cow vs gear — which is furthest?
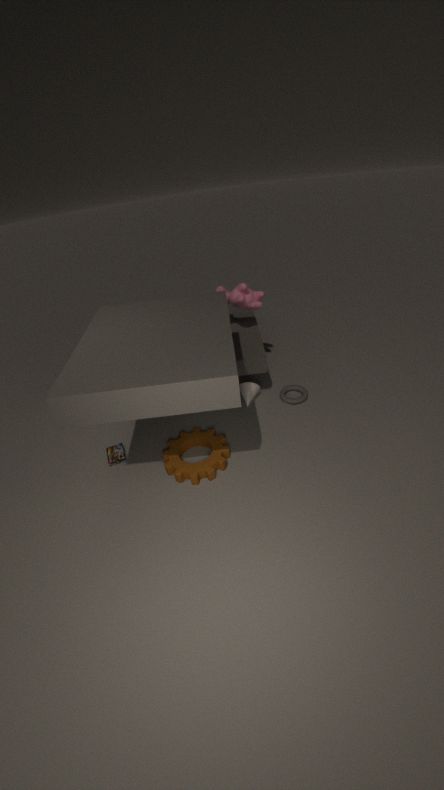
cow
